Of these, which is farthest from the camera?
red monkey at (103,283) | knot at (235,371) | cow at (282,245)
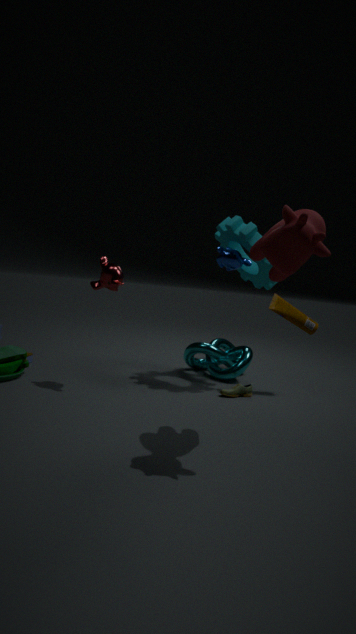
knot at (235,371)
